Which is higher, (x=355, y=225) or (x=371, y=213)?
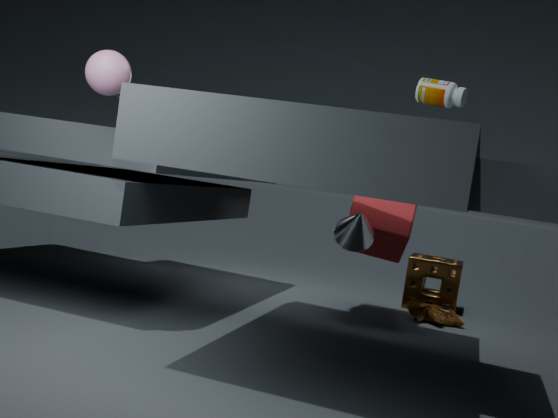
(x=371, y=213)
